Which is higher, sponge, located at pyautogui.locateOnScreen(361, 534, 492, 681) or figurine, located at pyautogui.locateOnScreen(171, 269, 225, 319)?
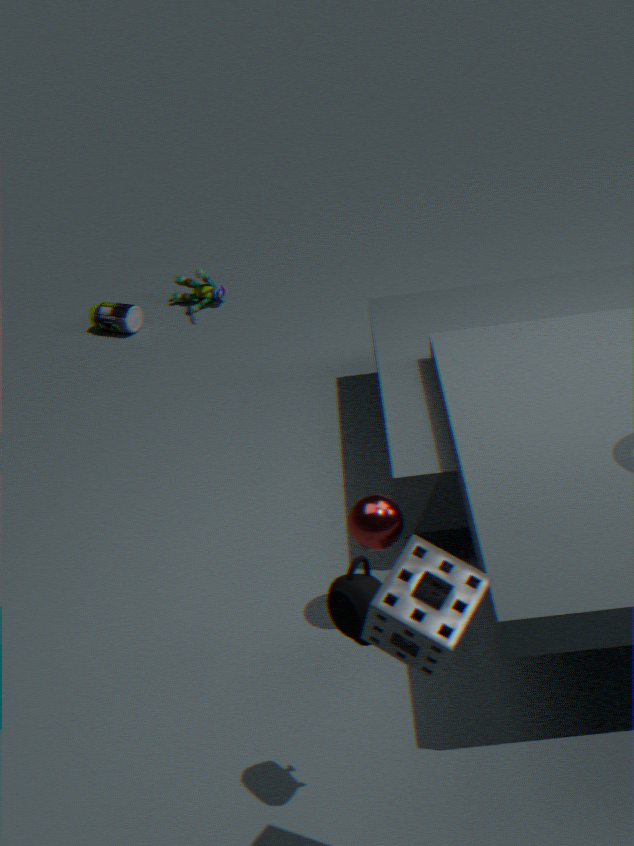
sponge, located at pyautogui.locateOnScreen(361, 534, 492, 681)
